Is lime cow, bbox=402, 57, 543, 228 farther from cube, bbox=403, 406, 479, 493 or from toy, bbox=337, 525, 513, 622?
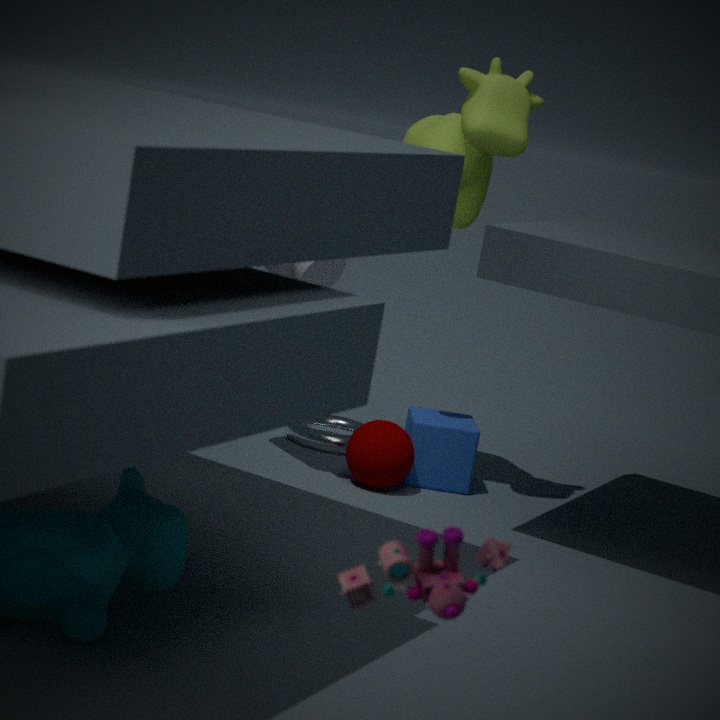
toy, bbox=337, 525, 513, 622
